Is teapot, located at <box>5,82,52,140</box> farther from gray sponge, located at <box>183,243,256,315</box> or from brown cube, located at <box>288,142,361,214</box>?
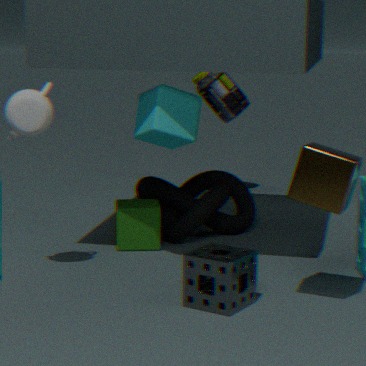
brown cube, located at <box>288,142,361,214</box>
